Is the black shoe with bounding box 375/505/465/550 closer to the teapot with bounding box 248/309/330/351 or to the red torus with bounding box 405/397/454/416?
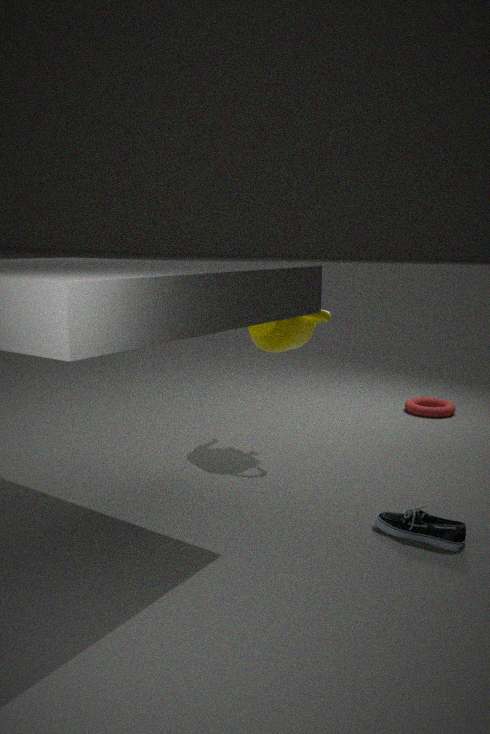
the teapot with bounding box 248/309/330/351
